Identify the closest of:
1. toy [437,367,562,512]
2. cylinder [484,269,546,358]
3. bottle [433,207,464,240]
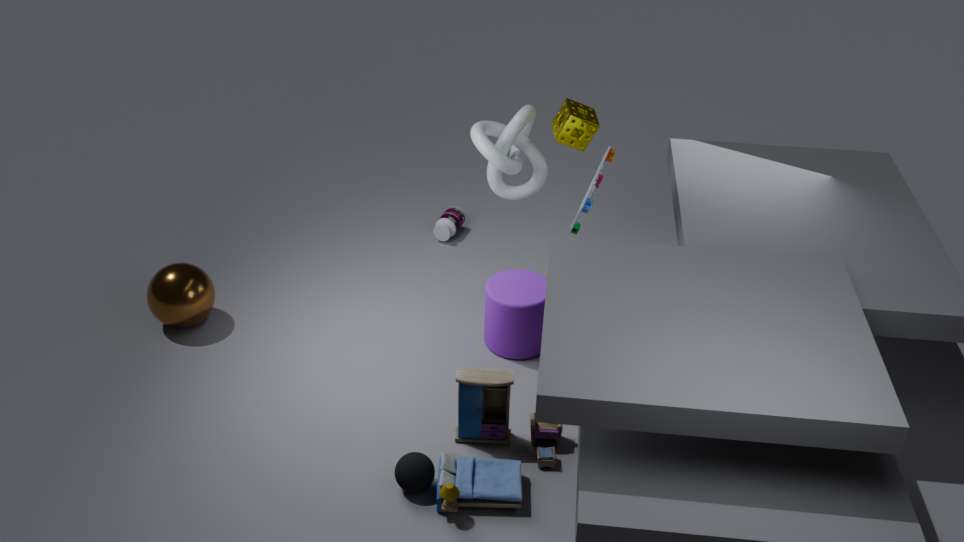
toy [437,367,562,512]
